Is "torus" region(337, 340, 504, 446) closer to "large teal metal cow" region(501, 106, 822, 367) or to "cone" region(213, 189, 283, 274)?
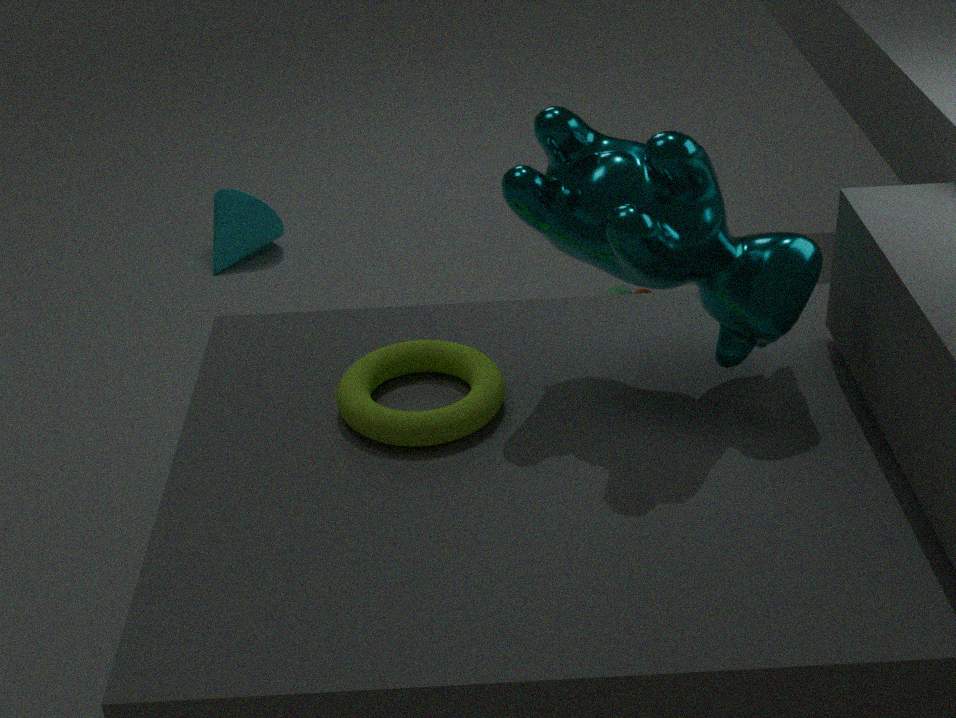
"large teal metal cow" region(501, 106, 822, 367)
